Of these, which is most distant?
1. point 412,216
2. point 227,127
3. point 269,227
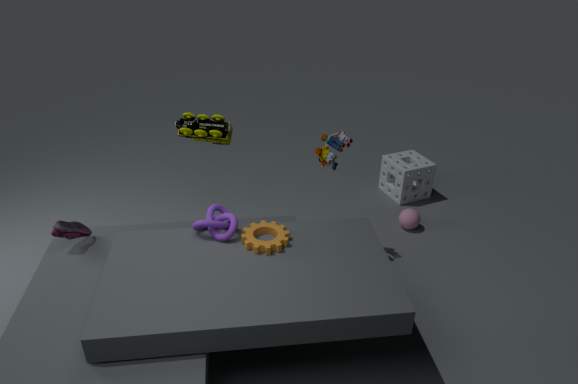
point 412,216
